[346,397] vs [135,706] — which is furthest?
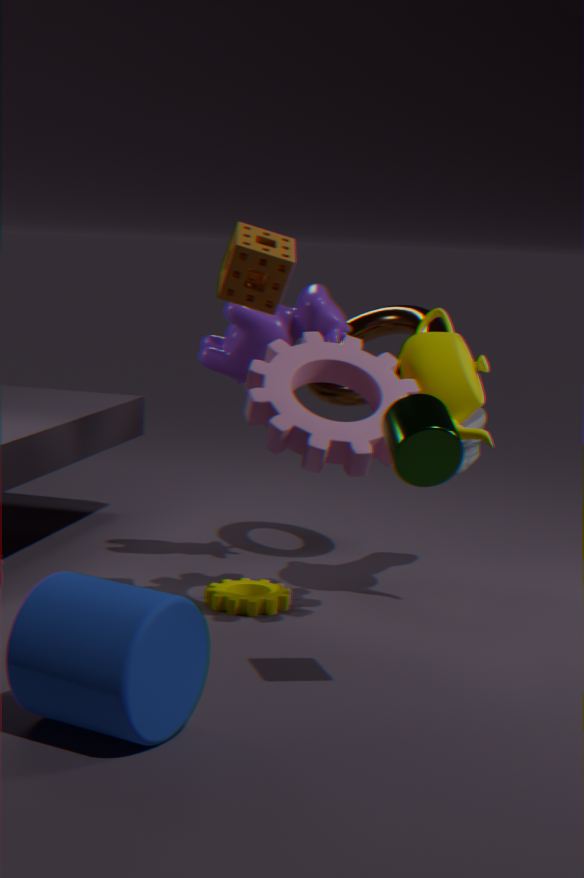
[346,397]
